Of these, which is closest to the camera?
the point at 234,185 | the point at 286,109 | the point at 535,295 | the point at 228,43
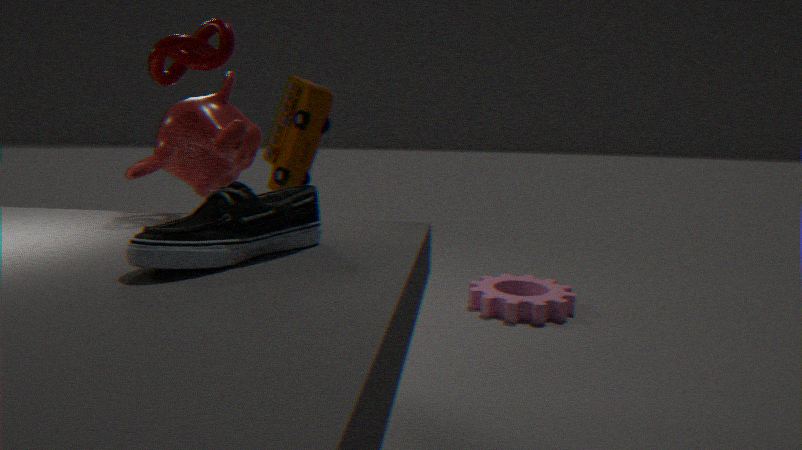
the point at 234,185
